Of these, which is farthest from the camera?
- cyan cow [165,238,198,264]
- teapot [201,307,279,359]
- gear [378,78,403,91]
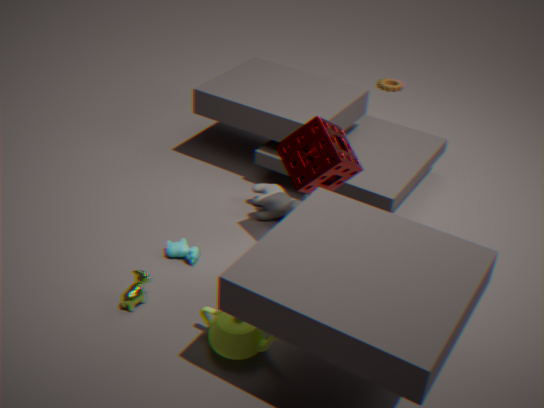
gear [378,78,403,91]
